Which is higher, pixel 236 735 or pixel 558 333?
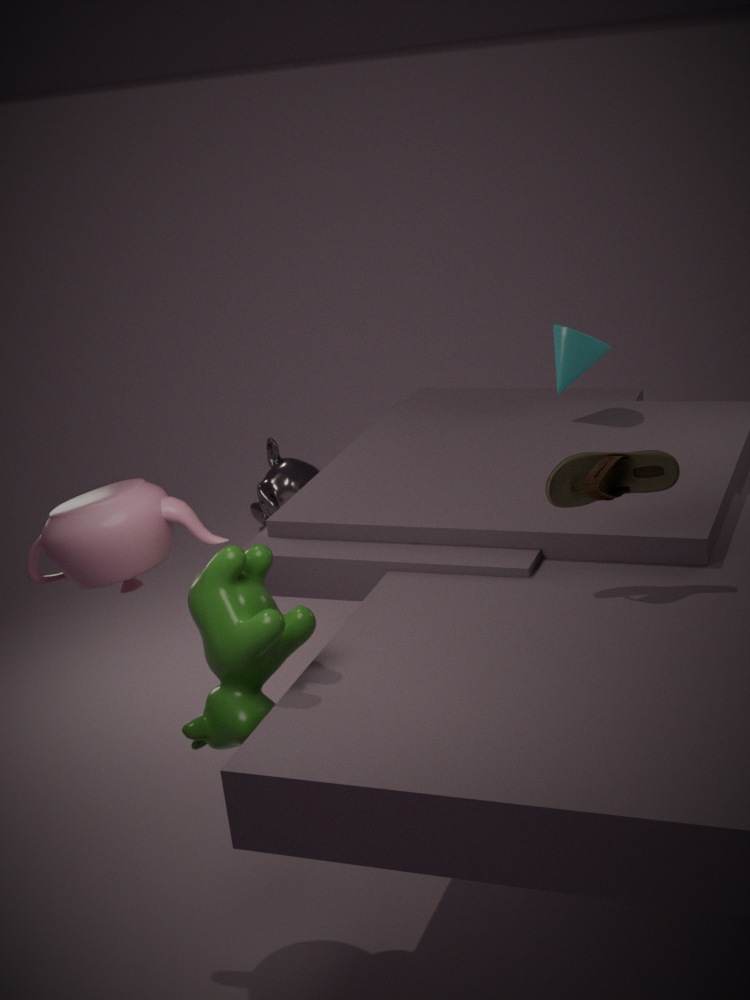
pixel 558 333
